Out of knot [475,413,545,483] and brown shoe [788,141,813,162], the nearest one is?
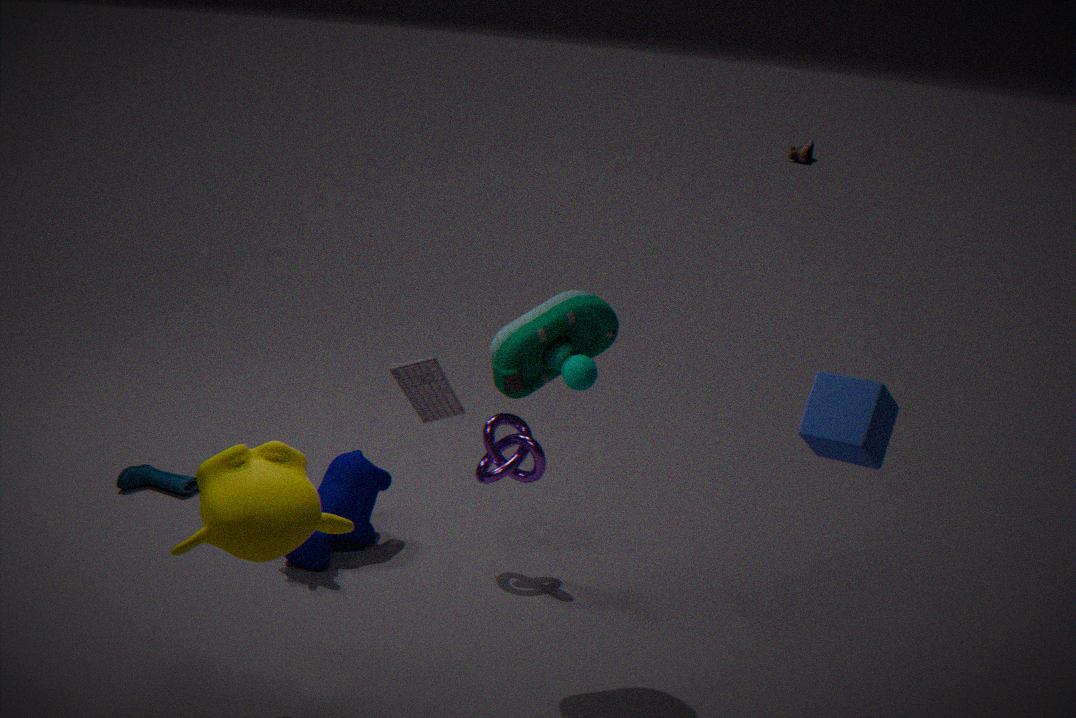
knot [475,413,545,483]
